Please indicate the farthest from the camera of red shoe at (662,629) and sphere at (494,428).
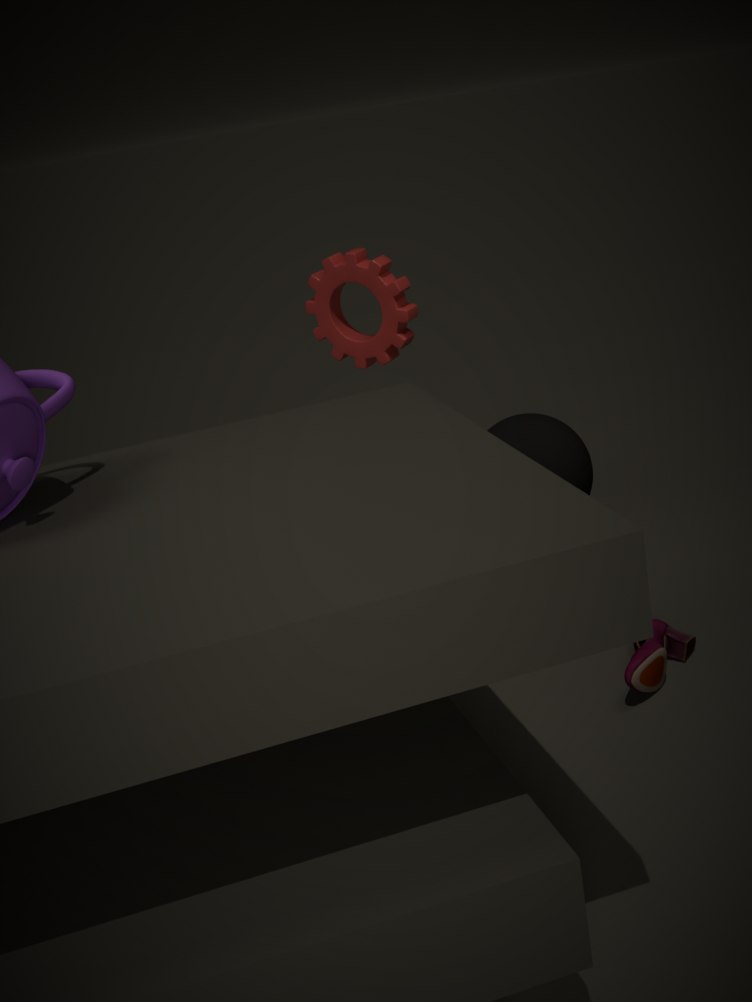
sphere at (494,428)
